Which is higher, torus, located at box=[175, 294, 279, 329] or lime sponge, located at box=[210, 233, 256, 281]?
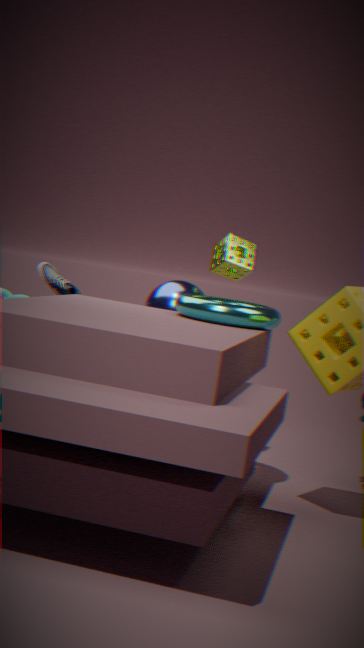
lime sponge, located at box=[210, 233, 256, 281]
